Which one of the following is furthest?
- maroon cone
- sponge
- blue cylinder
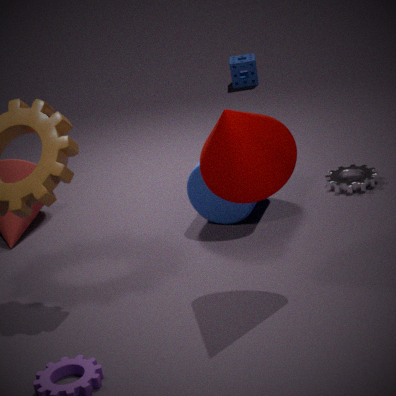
sponge
